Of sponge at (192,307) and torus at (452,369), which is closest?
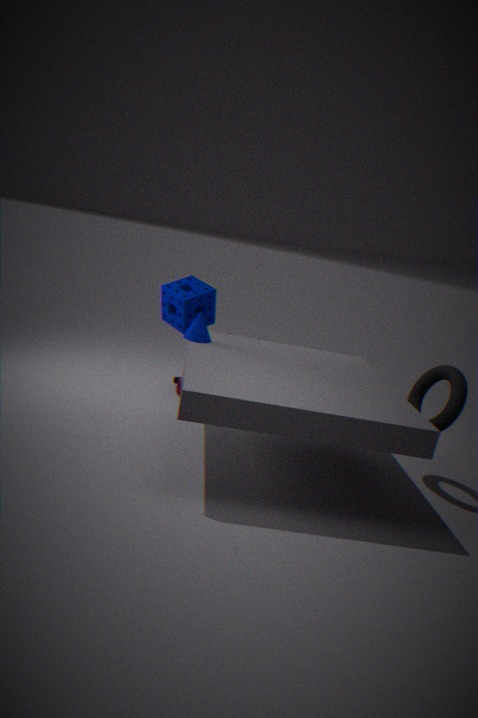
A: torus at (452,369)
